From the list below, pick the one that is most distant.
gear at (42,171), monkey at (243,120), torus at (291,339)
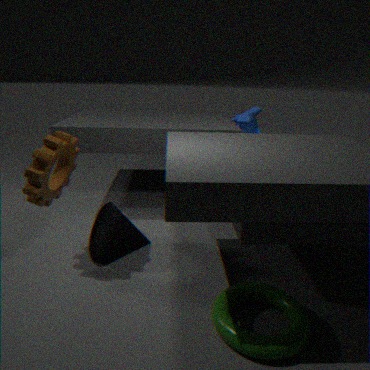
monkey at (243,120)
